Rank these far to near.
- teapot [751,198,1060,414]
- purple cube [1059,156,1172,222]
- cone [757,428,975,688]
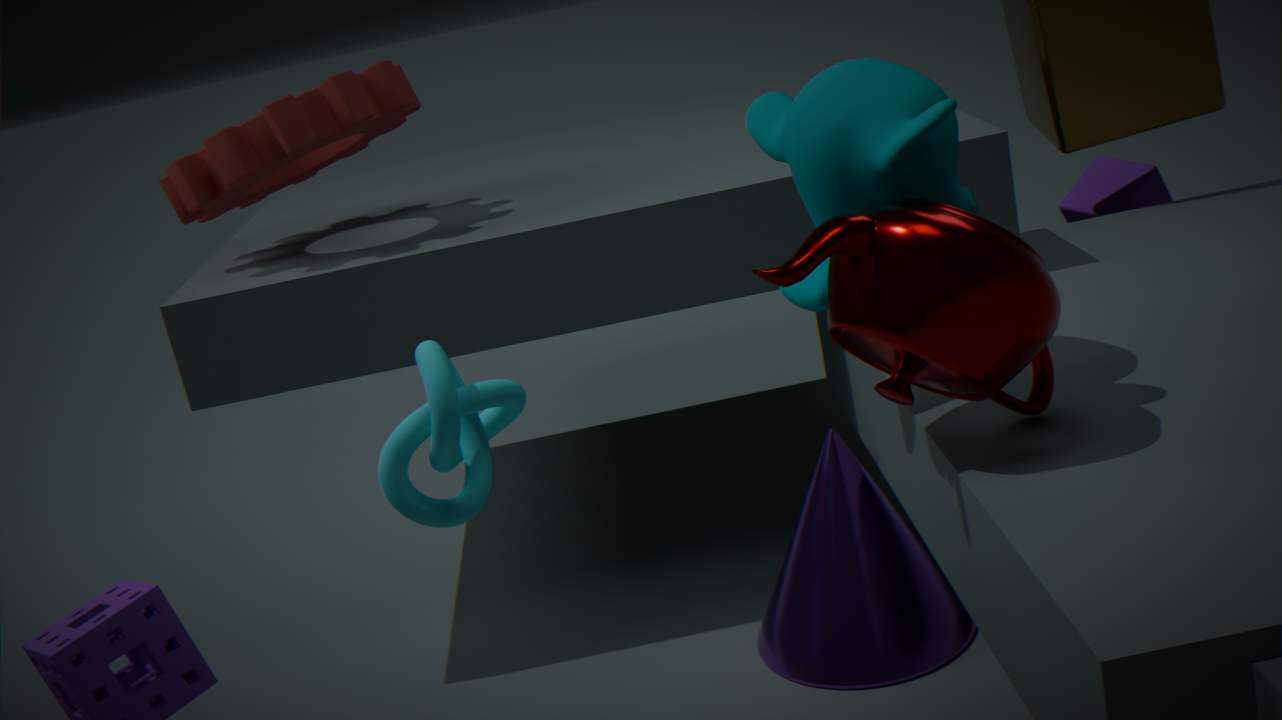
1. purple cube [1059,156,1172,222]
2. cone [757,428,975,688]
3. teapot [751,198,1060,414]
